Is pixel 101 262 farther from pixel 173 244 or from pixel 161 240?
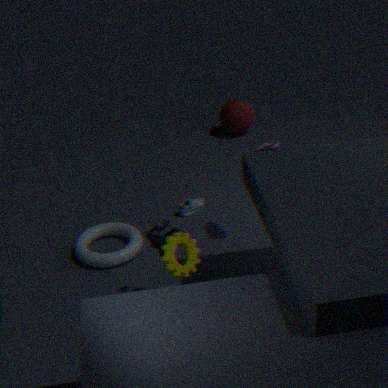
pixel 173 244
